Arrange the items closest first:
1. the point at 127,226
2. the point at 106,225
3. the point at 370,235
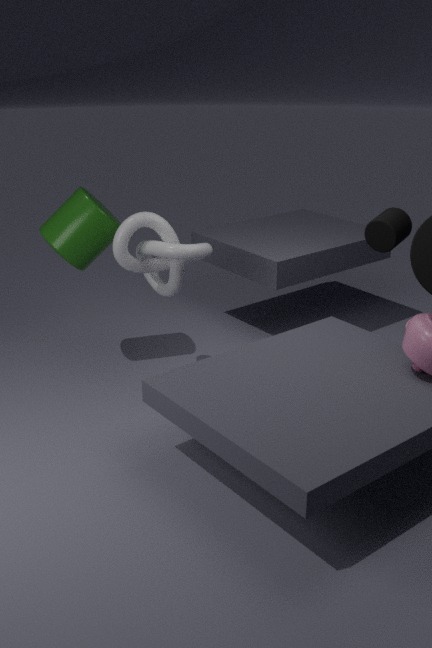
the point at 370,235
the point at 127,226
the point at 106,225
